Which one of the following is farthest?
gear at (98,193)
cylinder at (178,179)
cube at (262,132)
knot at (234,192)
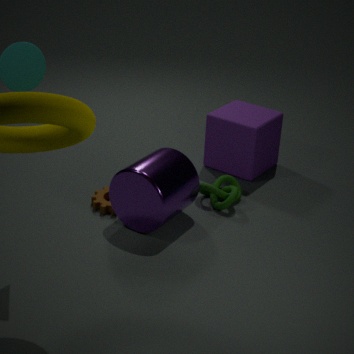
cube at (262,132)
